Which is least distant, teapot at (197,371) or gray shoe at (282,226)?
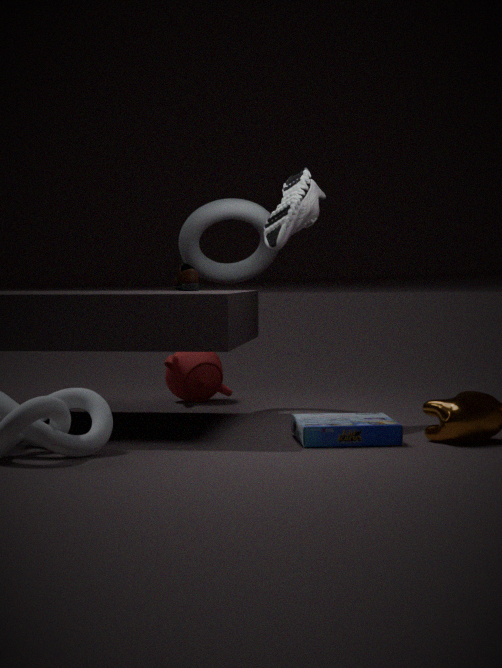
gray shoe at (282,226)
